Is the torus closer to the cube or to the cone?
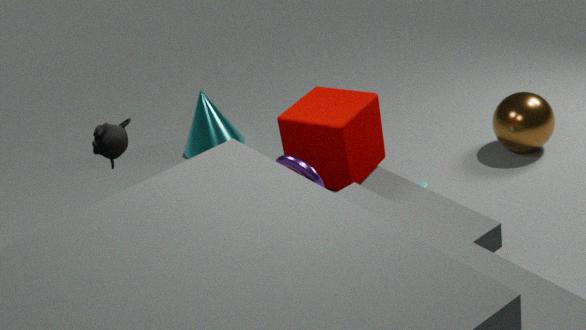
the cube
